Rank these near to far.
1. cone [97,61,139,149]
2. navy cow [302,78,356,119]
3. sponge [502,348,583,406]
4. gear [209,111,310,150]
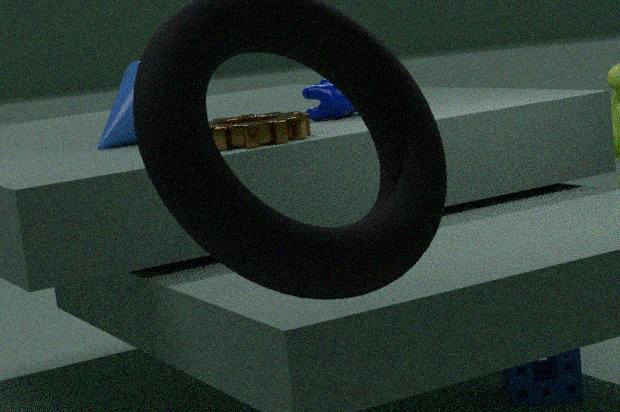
gear [209,111,310,150] → cone [97,61,139,149] → navy cow [302,78,356,119] → sponge [502,348,583,406]
